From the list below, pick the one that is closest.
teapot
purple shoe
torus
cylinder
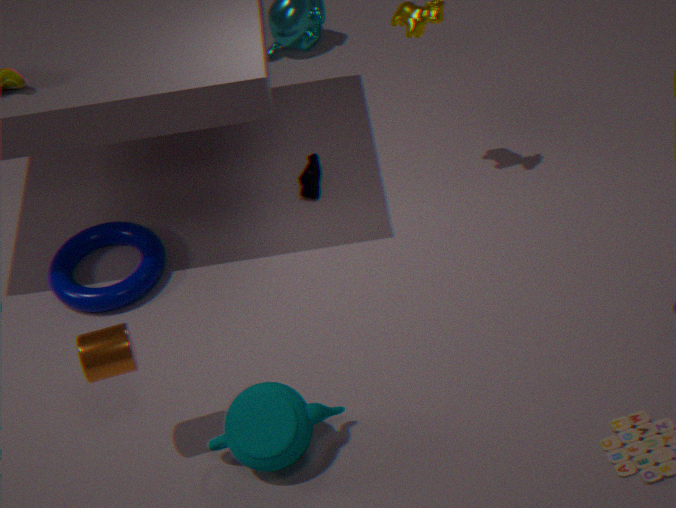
cylinder
